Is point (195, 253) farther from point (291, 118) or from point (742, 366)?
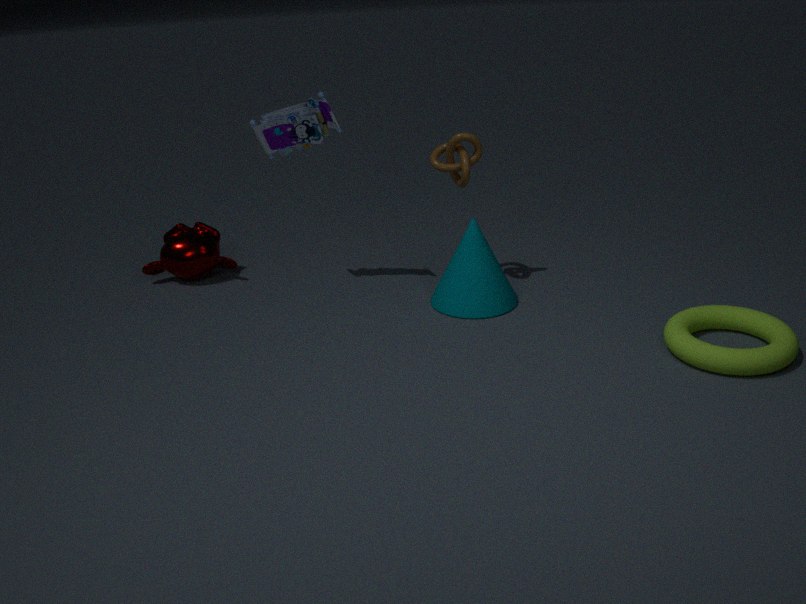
point (742, 366)
